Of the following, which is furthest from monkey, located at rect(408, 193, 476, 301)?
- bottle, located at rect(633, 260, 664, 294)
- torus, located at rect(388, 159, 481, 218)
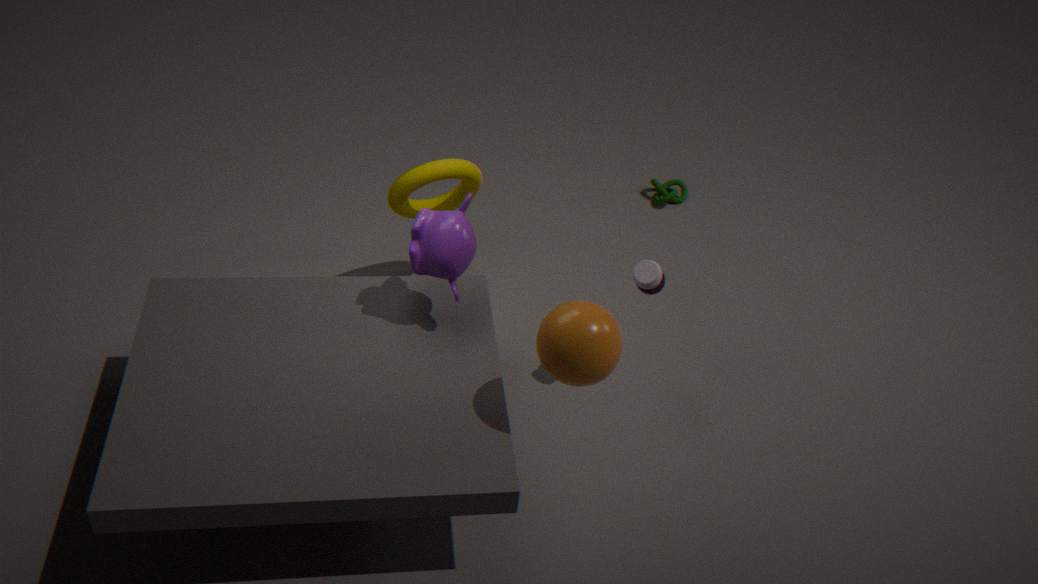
bottle, located at rect(633, 260, 664, 294)
